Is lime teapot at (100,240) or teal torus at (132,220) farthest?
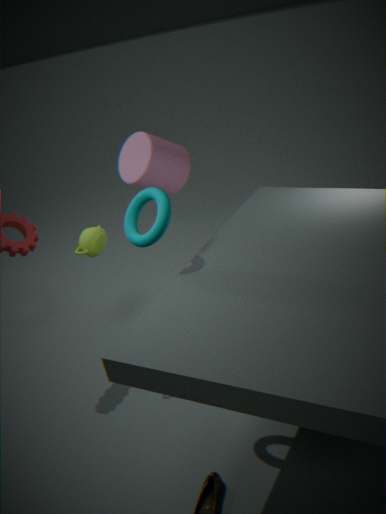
lime teapot at (100,240)
